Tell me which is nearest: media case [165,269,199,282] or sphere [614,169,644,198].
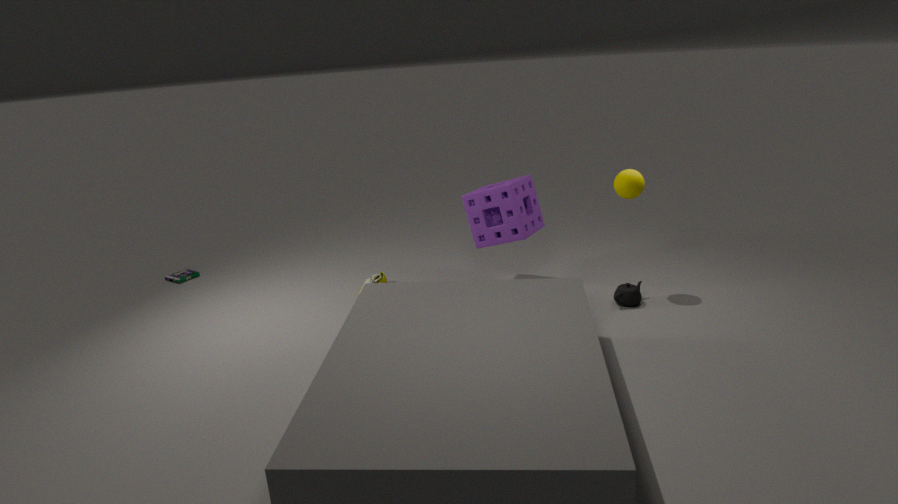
sphere [614,169,644,198]
